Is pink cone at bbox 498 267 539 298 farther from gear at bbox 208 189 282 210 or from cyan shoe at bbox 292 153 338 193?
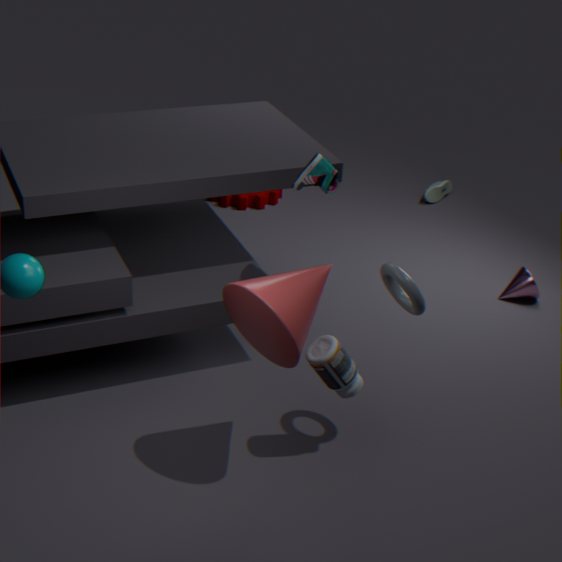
gear at bbox 208 189 282 210
